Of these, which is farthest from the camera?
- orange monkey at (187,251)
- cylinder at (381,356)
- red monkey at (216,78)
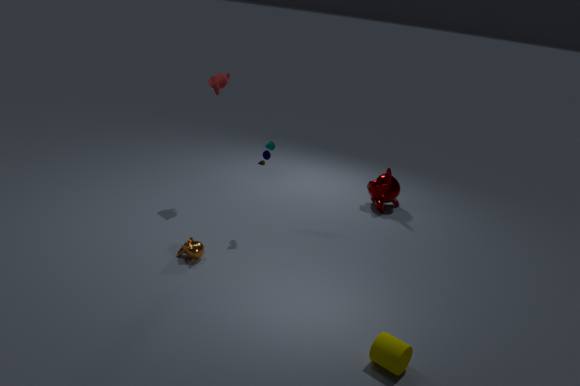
red monkey at (216,78)
